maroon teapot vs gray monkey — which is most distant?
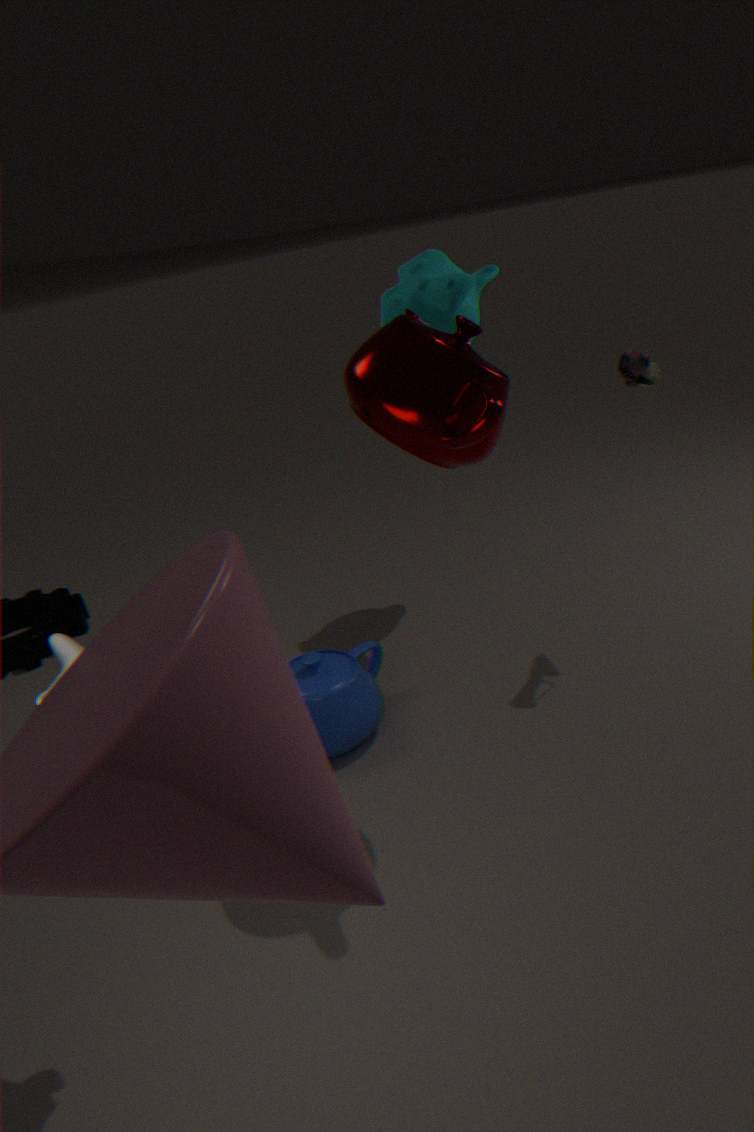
maroon teapot
